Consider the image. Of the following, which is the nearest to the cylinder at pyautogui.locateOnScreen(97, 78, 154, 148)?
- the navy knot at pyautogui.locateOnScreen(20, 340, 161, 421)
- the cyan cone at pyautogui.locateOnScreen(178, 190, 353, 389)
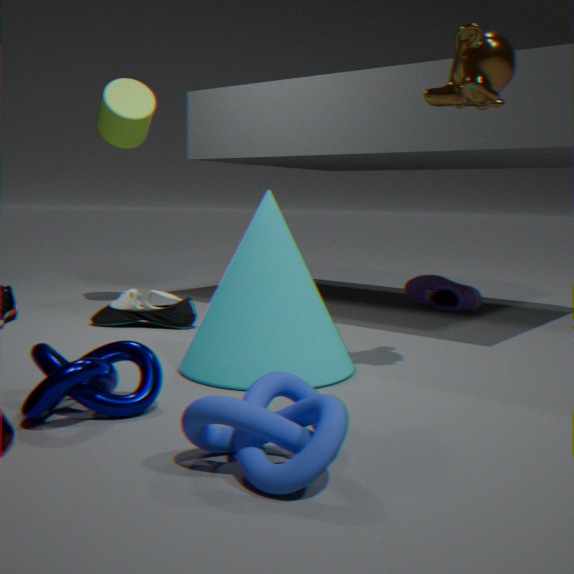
the cyan cone at pyautogui.locateOnScreen(178, 190, 353, 389)
